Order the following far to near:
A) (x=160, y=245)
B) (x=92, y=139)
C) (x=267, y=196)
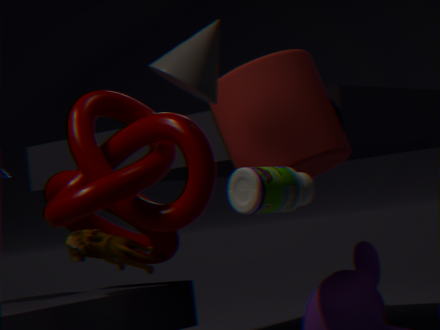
(x=160, y=245)
(x=92, y=139)
(x=267, y=196)
